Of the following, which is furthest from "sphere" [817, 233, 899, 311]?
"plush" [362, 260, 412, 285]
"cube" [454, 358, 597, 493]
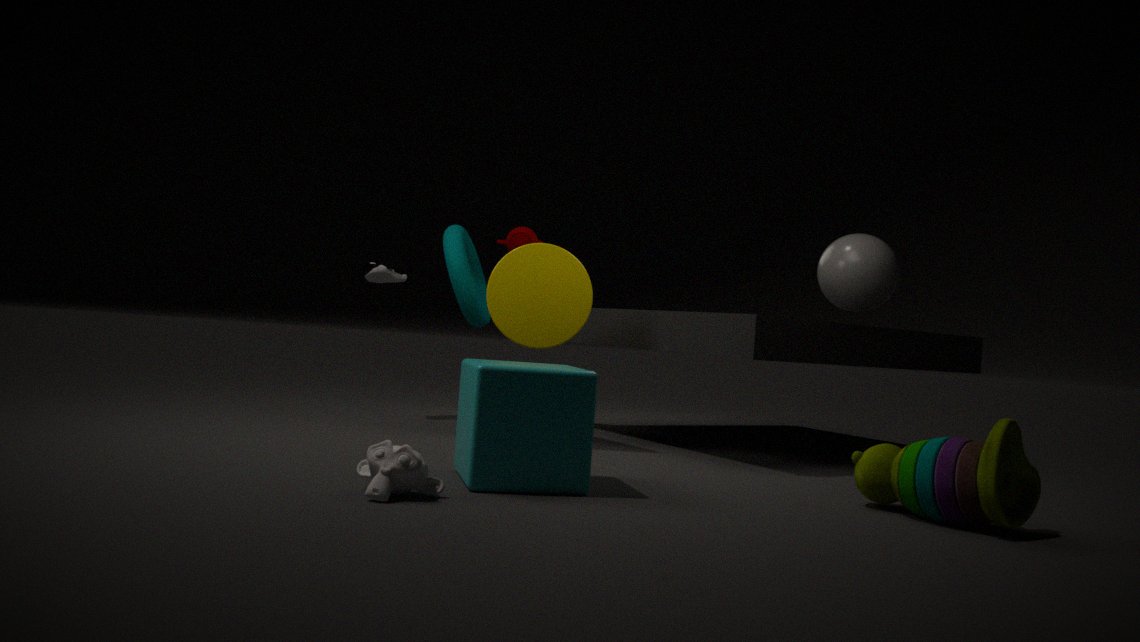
"plush" [362, 260, 412, 285]
